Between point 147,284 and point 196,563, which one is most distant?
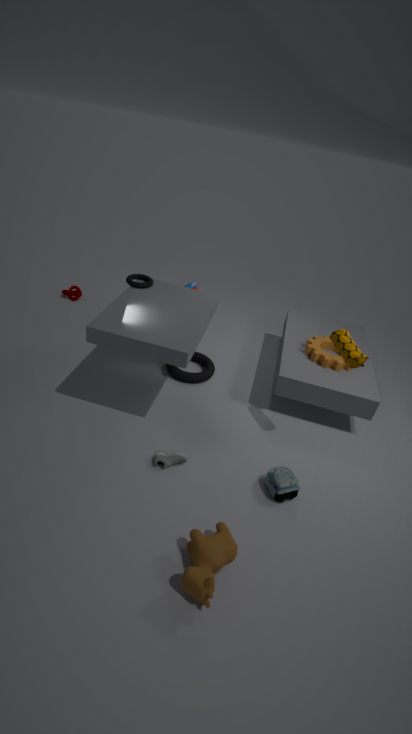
point 147,284
